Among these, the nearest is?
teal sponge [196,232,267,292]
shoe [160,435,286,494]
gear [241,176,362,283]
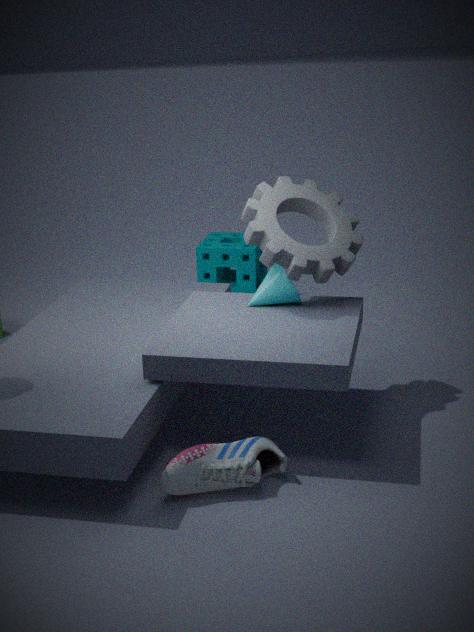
shoe [160,435,286,494]
